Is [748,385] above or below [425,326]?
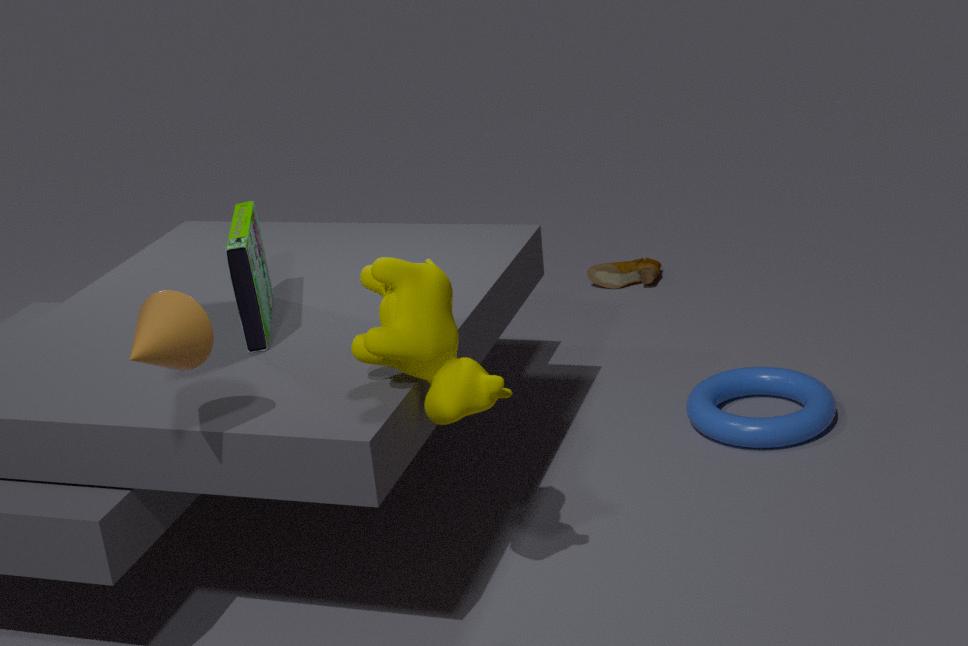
below
